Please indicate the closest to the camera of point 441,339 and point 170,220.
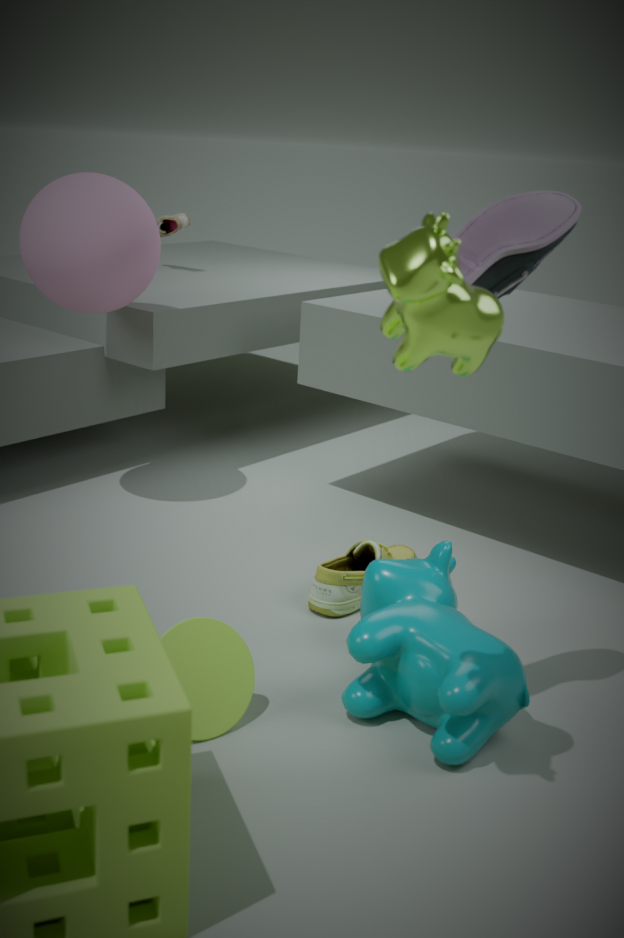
point 441,339
